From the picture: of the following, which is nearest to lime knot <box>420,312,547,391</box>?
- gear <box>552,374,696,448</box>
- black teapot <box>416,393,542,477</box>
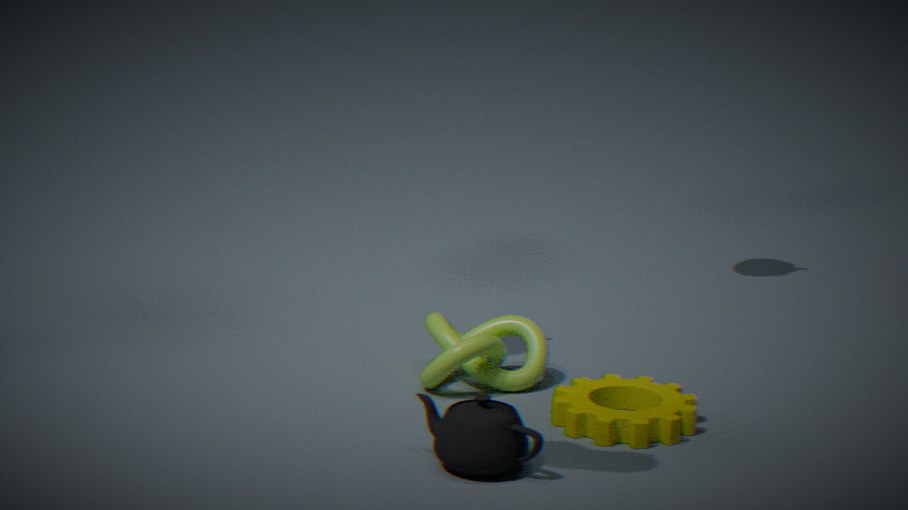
gear <box>552,374,696,448</box>
